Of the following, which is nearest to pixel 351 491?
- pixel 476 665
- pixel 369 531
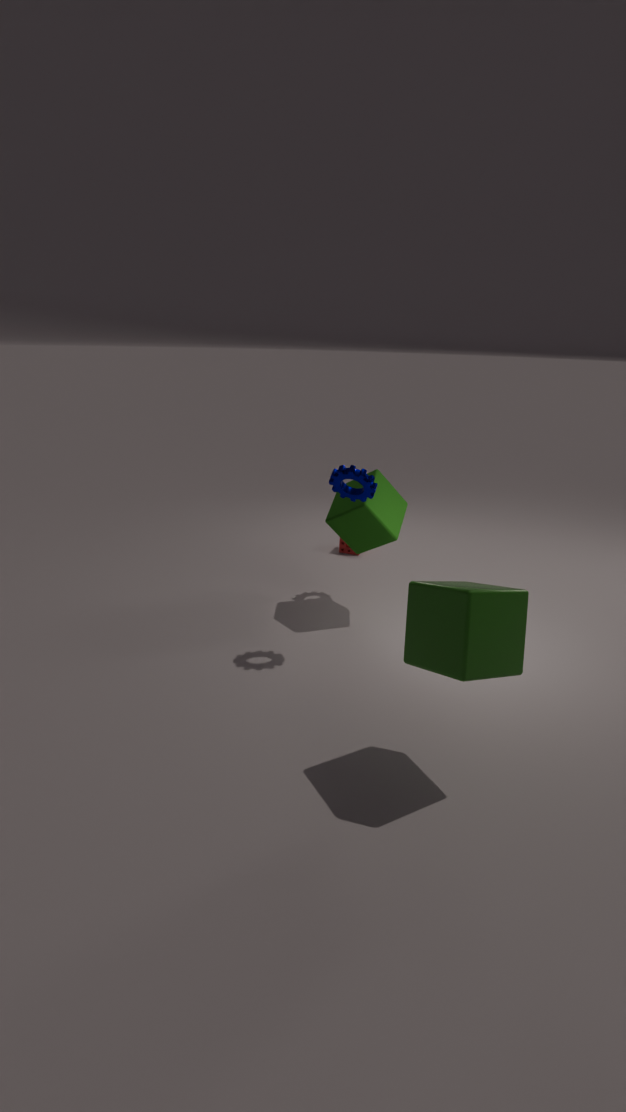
pixel 369 531
